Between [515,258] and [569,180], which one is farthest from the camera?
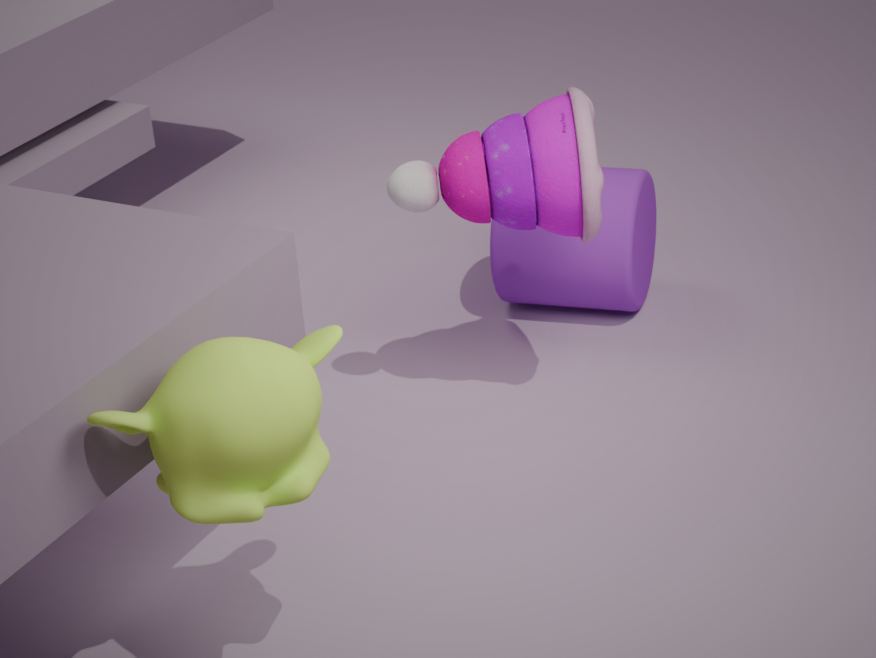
[515,258]
